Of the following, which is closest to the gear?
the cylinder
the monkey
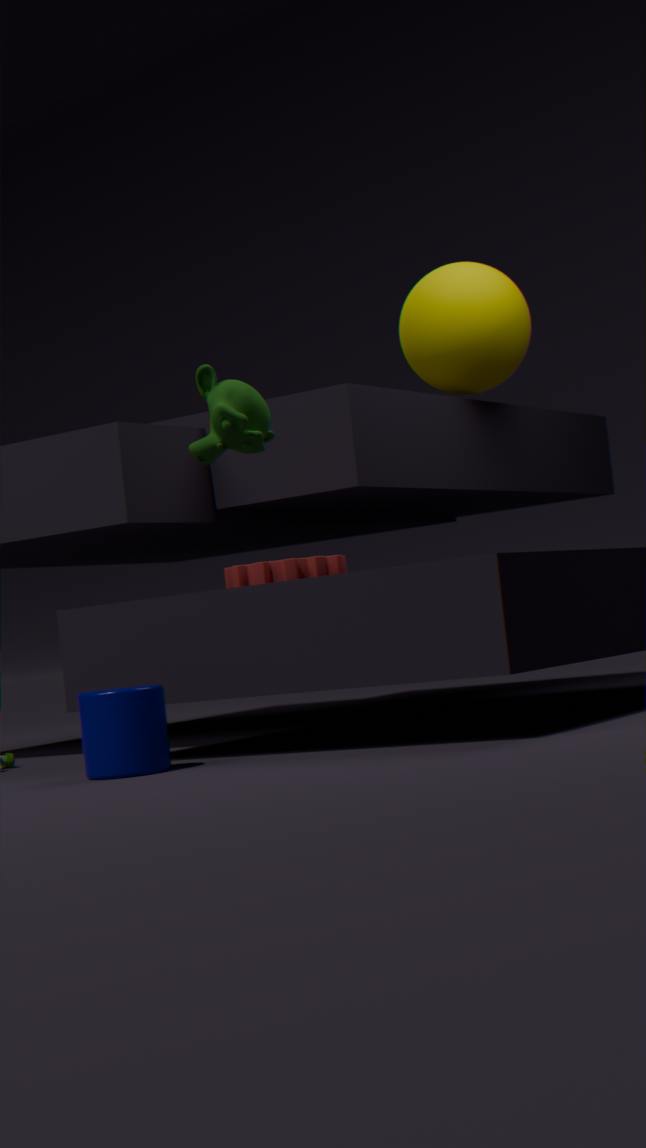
the monkey
